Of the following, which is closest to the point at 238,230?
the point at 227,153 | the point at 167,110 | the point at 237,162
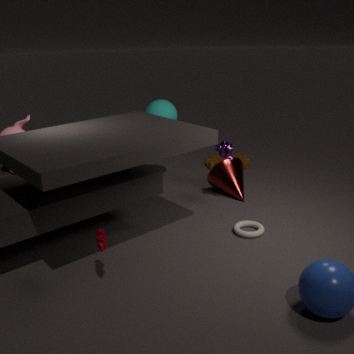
the point at 227,153
